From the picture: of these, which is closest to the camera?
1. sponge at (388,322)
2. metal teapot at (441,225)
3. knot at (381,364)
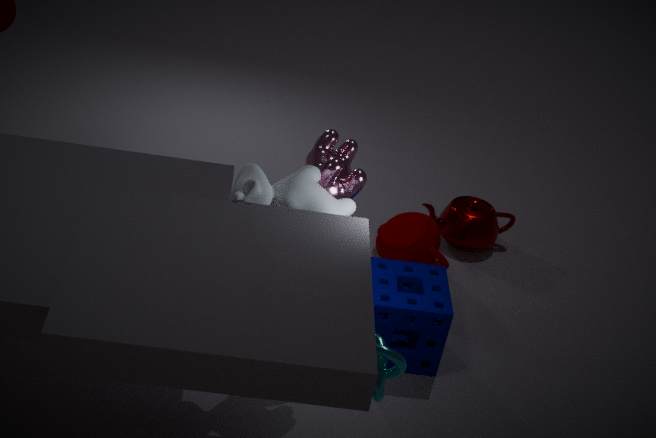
knot at (381,364)
